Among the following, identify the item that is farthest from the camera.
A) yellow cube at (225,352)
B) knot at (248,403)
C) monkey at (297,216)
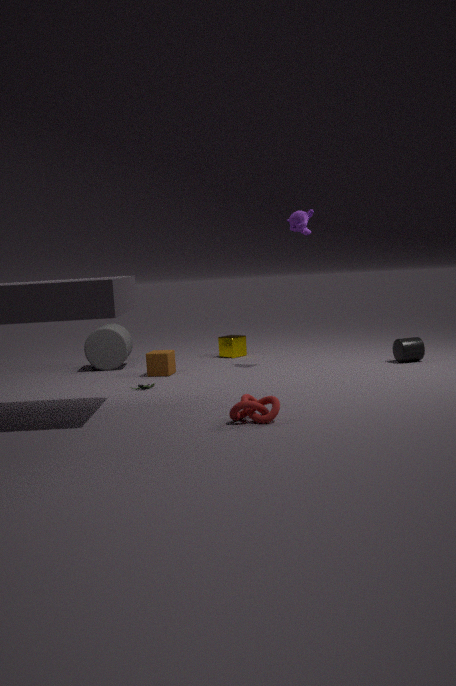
yellow cube at (225,352)
